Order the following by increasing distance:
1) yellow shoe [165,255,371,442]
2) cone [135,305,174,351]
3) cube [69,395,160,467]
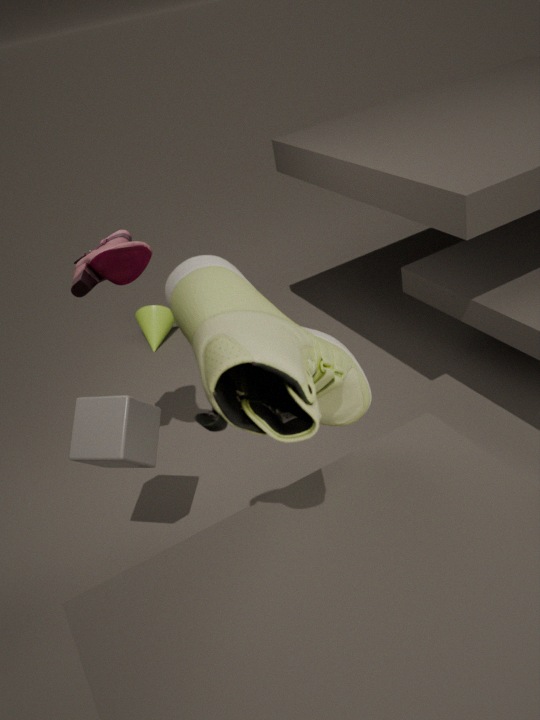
1. yellow shoe [165,255,371,442] → 3. cube [69,395,160,467] → 2. cone [135,305,174,351]
